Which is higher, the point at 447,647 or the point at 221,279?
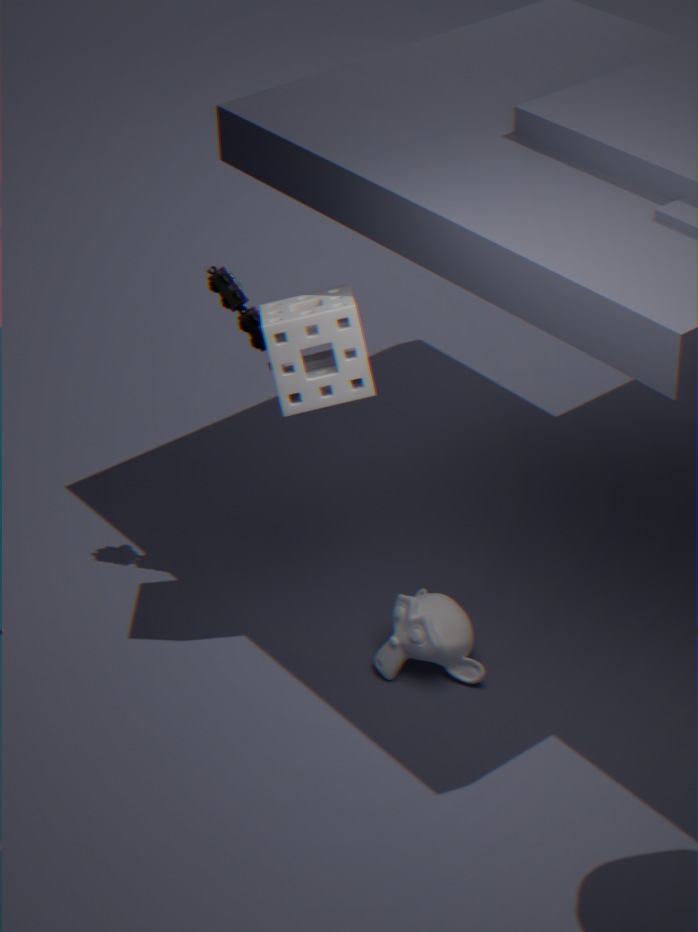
the point at 221,279
